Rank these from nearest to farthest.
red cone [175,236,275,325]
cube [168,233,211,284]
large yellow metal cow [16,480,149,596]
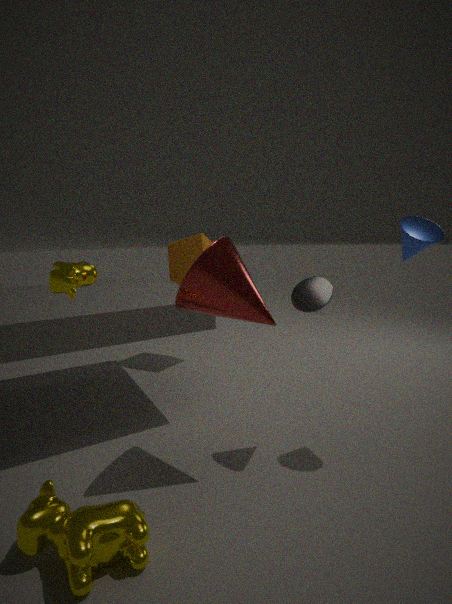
large yellow metal cow [16,480,149,596] → red cone [175,236,275,325] → cube [168,233,211,284]
